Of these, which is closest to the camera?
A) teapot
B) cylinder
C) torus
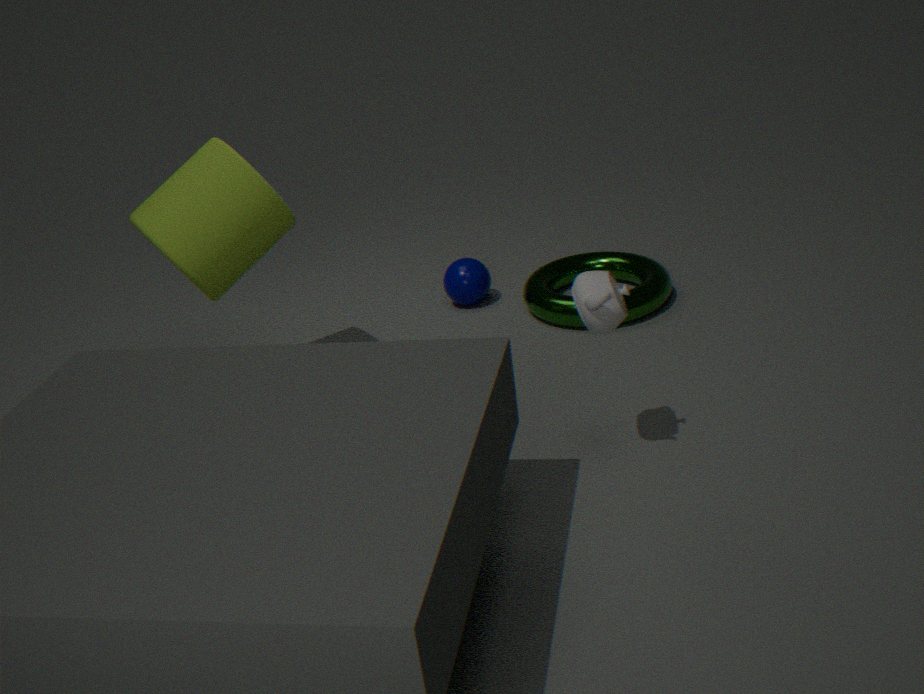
teapot
